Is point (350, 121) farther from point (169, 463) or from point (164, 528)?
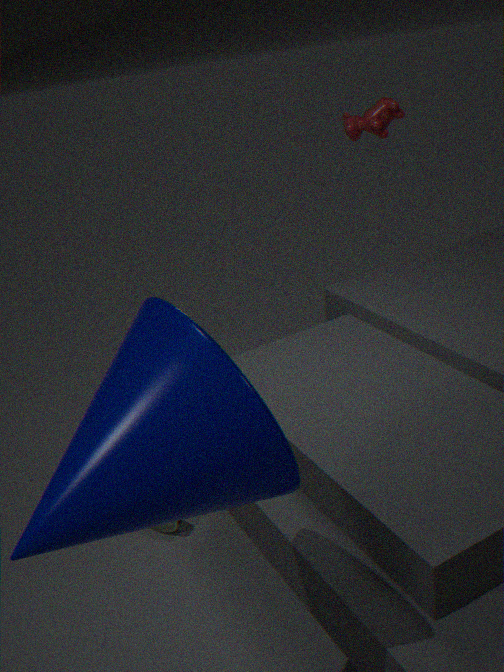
point (169, 463)
